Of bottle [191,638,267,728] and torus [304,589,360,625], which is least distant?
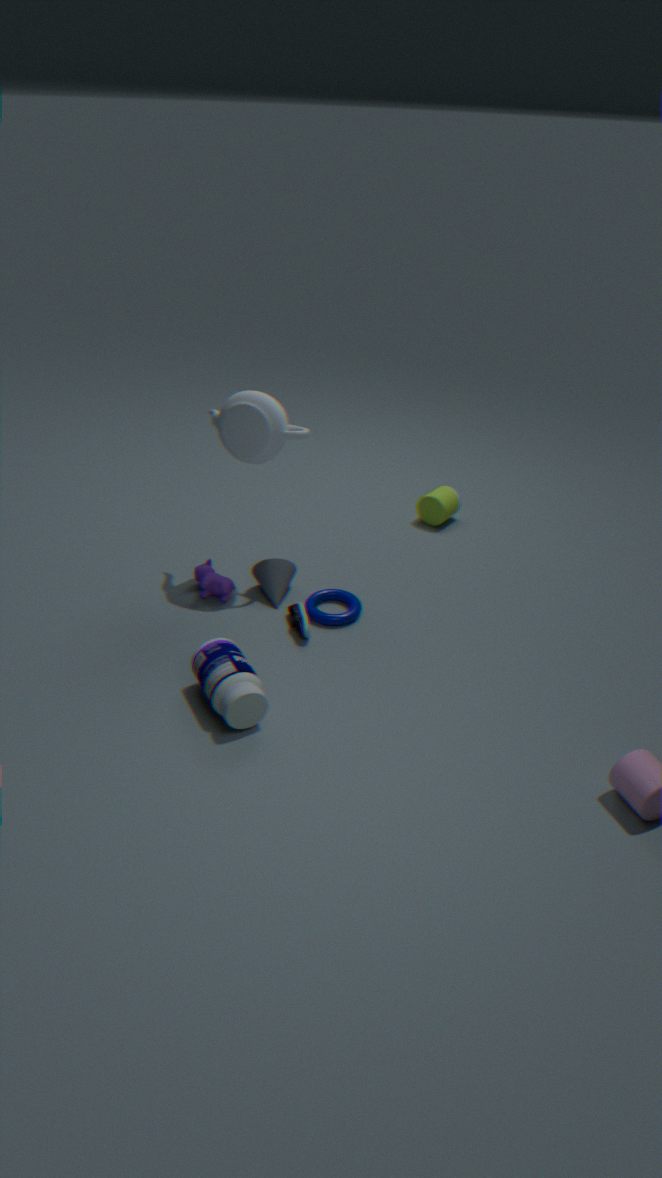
bottle [191,638,267,728]
